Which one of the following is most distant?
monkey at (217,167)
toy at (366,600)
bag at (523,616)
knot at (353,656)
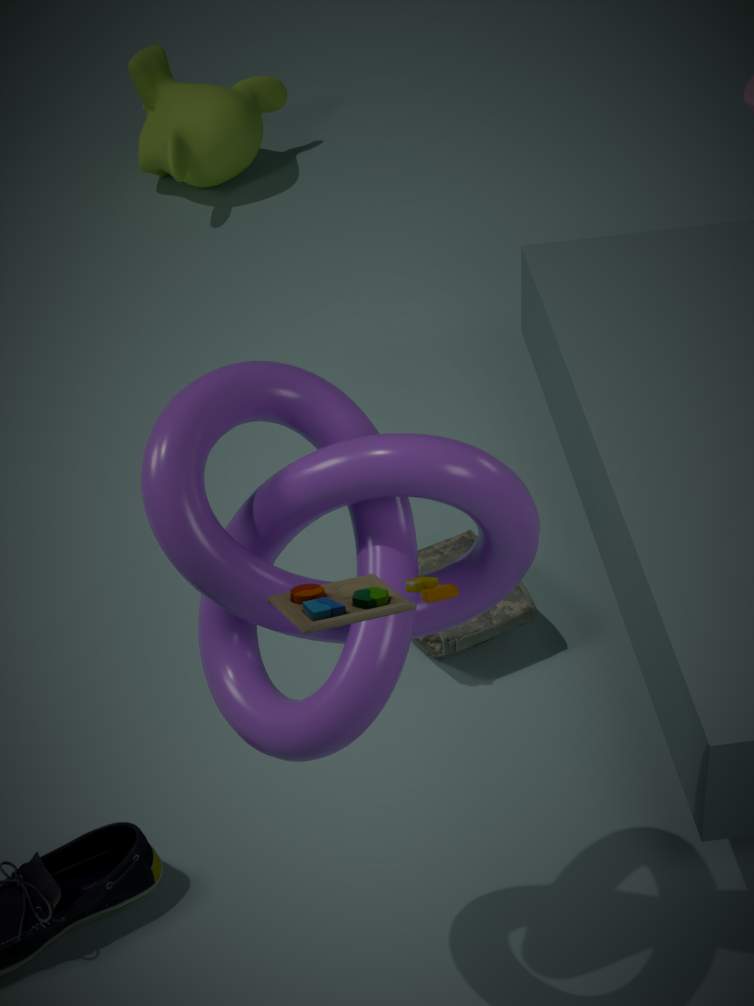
monkey at (217,167)
